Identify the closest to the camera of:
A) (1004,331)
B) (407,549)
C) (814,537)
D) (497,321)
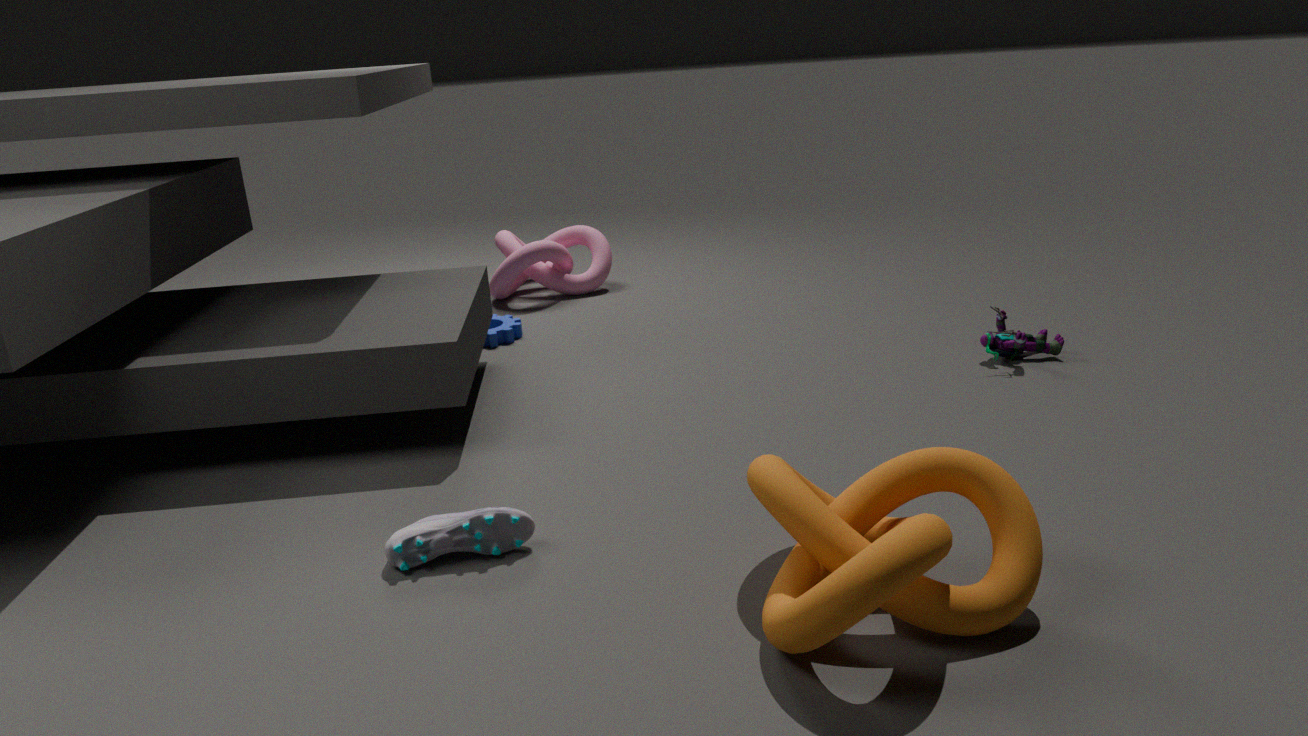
(814,537)
